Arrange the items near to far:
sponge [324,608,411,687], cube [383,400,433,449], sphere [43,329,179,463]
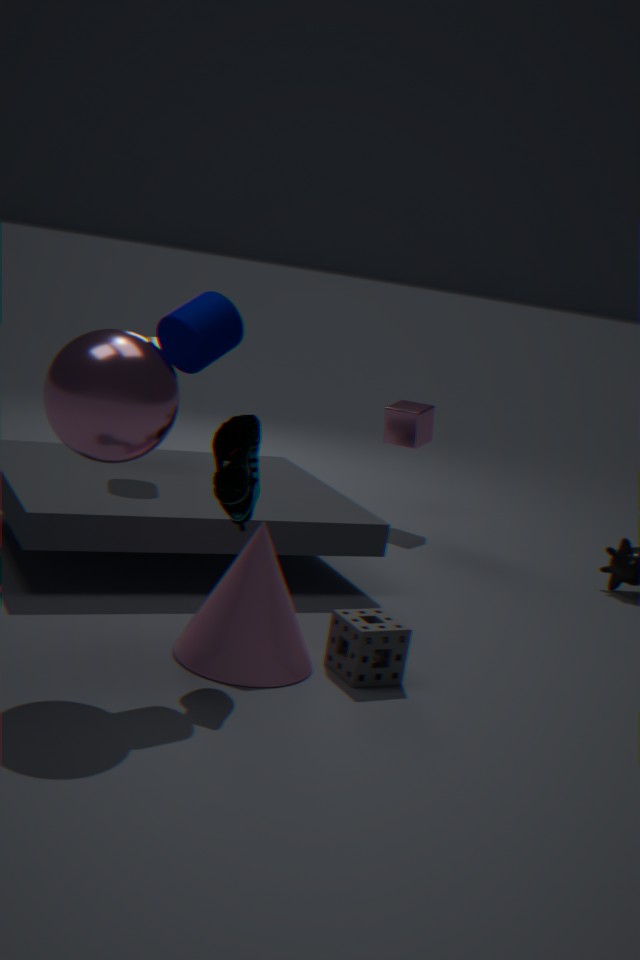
sphere [43,329,179,463] < sponge [324,608,411,687] < cube [383,400,433,449]
